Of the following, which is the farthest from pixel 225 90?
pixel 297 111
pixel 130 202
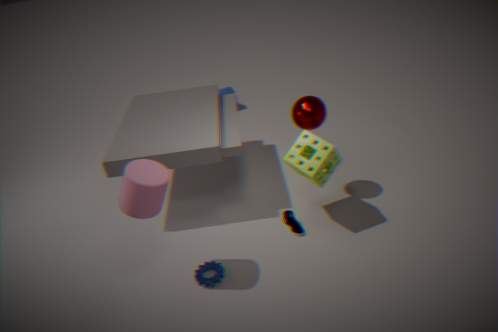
pixel 130 202
